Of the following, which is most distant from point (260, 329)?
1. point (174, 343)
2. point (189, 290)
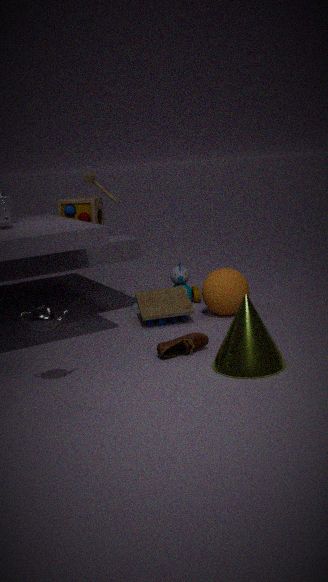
point (189, 290)
